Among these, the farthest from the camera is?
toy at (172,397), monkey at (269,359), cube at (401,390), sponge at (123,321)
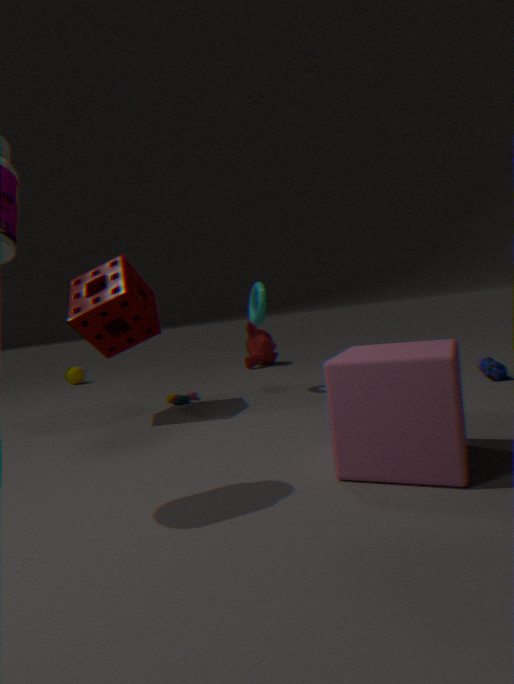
monkey at (269,359)
